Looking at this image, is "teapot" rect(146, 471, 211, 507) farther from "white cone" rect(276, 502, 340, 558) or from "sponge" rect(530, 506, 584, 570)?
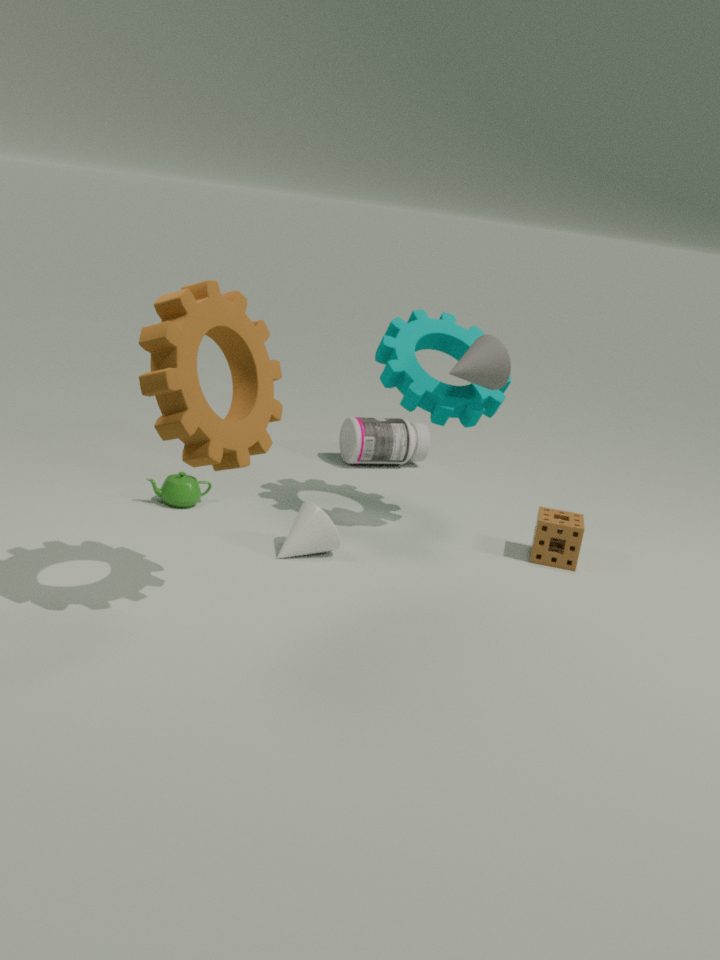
"sponge" rect(530, 506, 584, 570)
